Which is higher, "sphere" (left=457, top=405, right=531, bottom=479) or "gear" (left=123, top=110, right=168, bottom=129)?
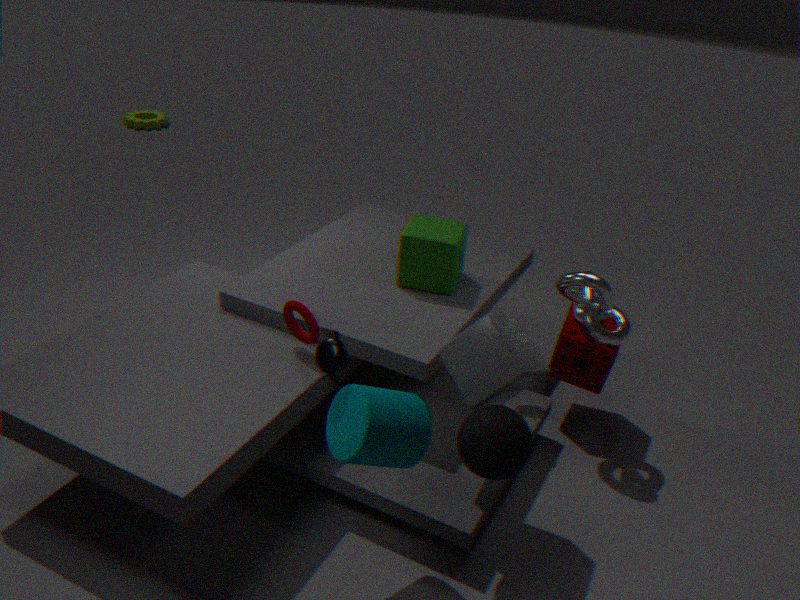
"sphere" (left=457, top=405, right=531, bottom=479)
